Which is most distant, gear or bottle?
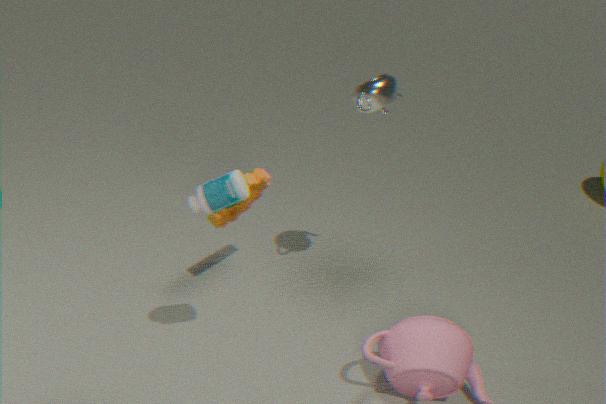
gear
